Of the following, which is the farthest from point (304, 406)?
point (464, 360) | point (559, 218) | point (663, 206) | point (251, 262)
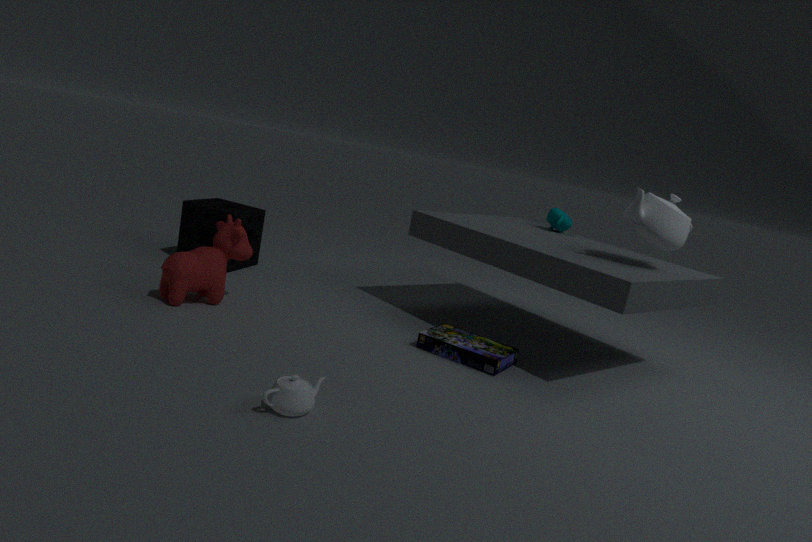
point (559, 218)
